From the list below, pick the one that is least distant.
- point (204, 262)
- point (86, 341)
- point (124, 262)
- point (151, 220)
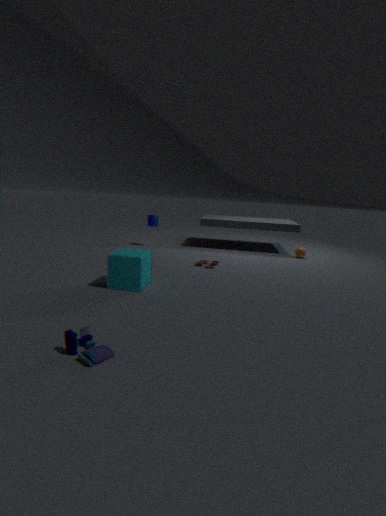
point (86, 341)
